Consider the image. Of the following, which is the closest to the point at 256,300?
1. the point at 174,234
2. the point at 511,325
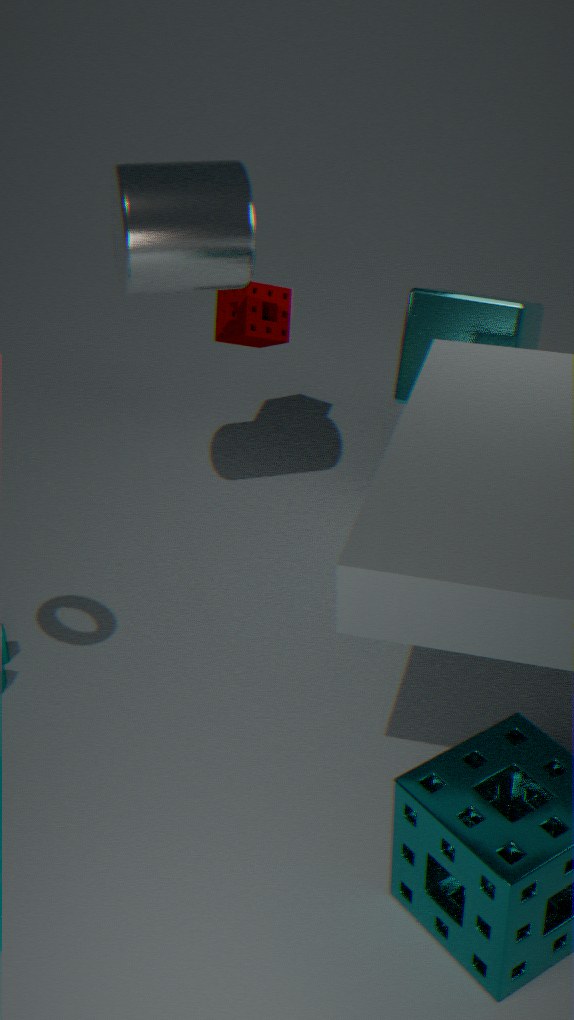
the point at 174,234
